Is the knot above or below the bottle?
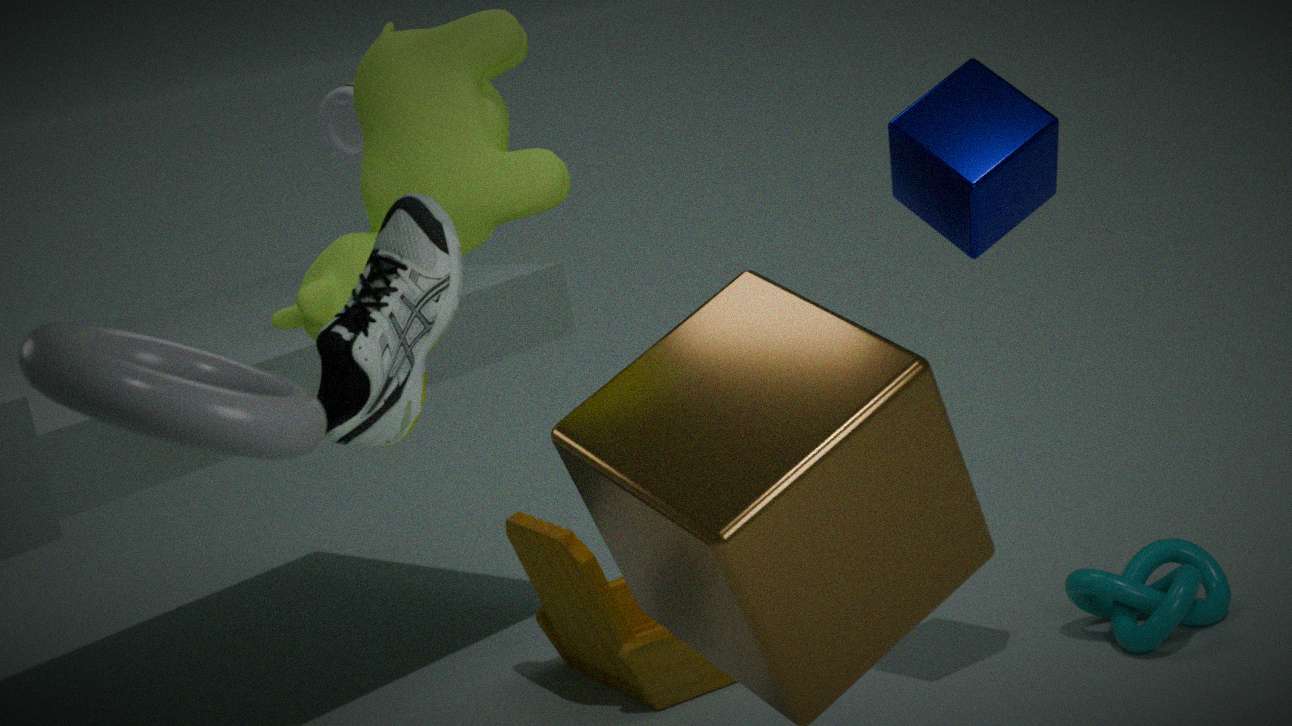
below
